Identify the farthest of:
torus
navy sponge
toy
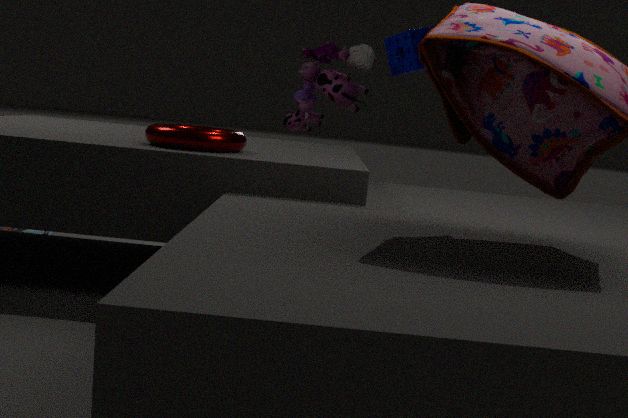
navy sponge
